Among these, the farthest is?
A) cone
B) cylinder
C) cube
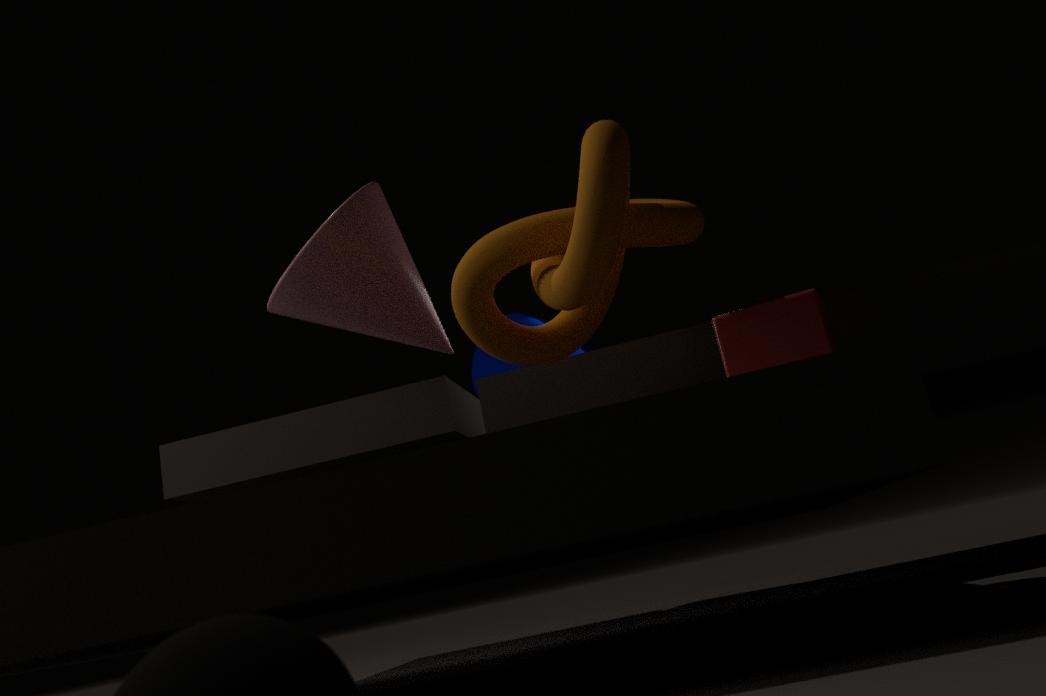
cylinder
